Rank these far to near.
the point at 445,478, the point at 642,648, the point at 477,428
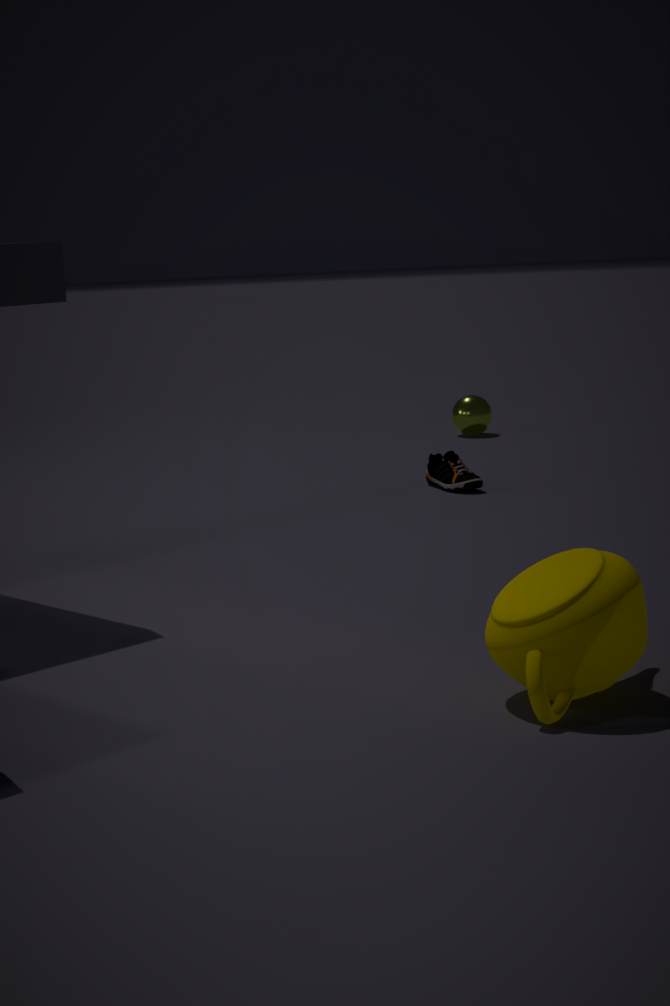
the point at 477,428 < the point at 445,478 < the point at 642,648
